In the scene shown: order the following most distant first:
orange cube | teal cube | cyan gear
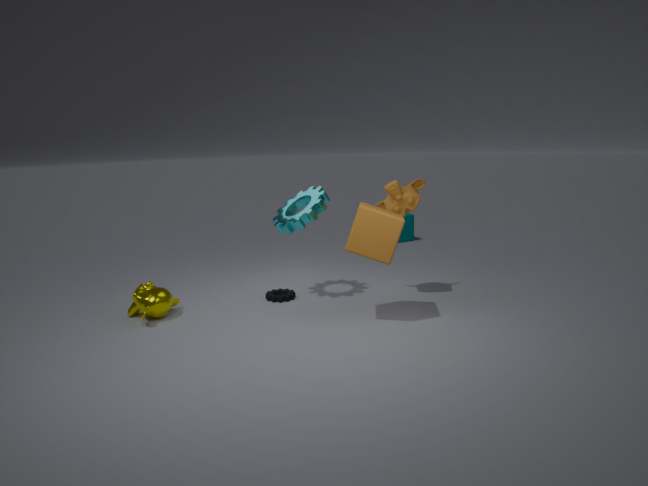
teal cube < cyan gear < orange cube
